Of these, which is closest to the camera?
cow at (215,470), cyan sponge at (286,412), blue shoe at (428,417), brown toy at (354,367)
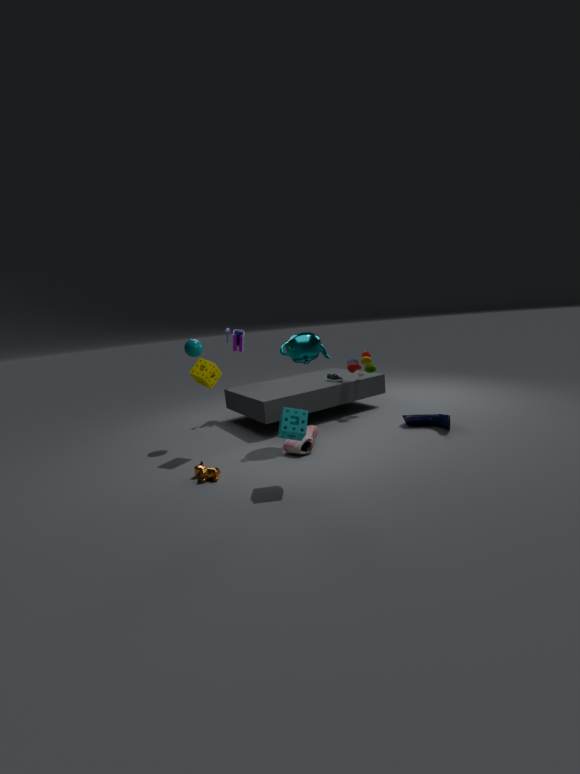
cyan sponge at (286,412)
